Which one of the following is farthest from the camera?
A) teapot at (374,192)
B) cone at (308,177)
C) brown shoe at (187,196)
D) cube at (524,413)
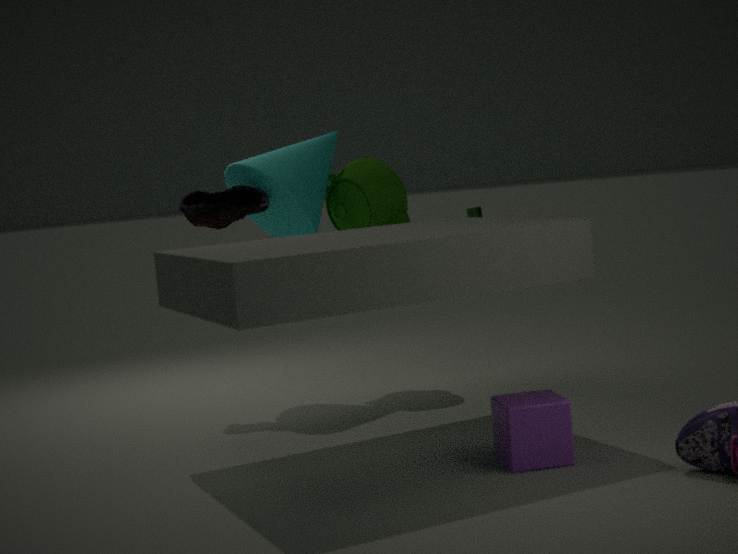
teapot at (374,192)
